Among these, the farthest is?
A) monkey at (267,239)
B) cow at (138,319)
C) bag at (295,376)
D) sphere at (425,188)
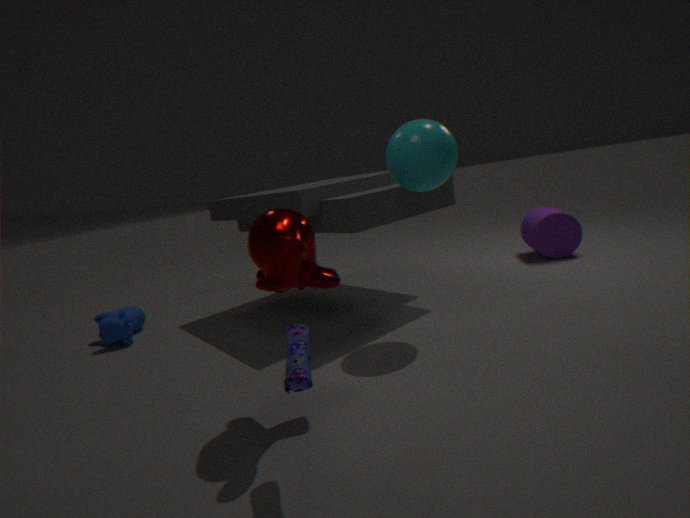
cow at (138,319)
